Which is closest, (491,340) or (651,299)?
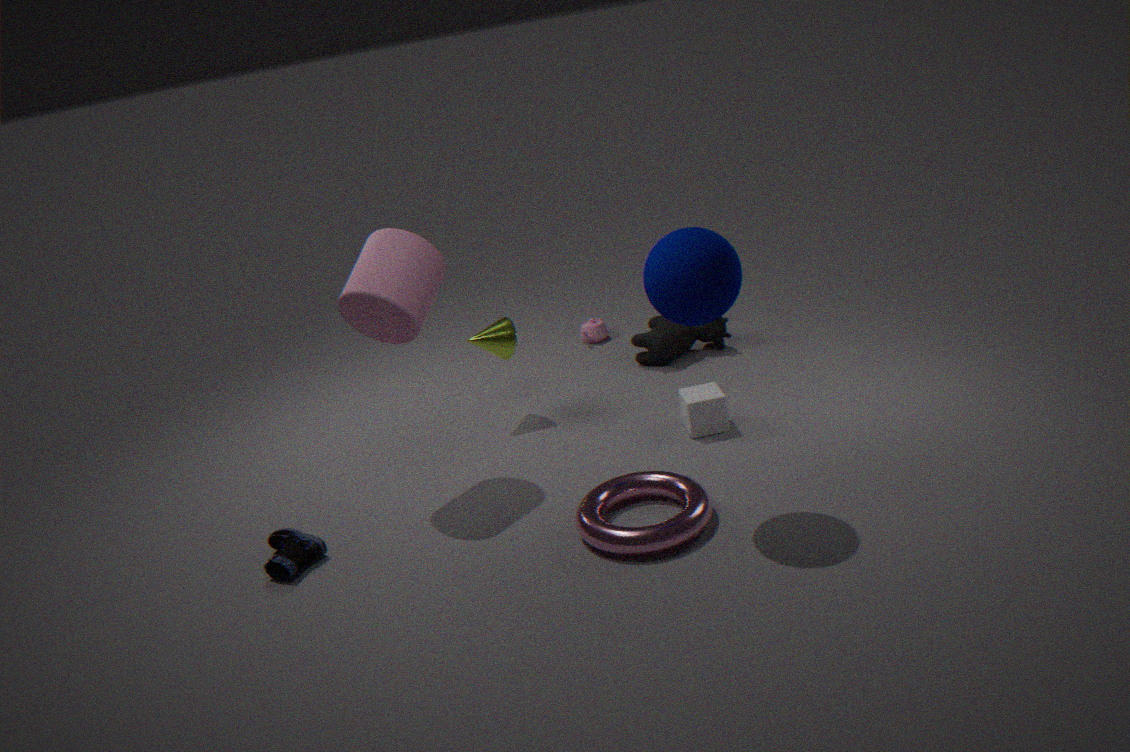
(651,299)
